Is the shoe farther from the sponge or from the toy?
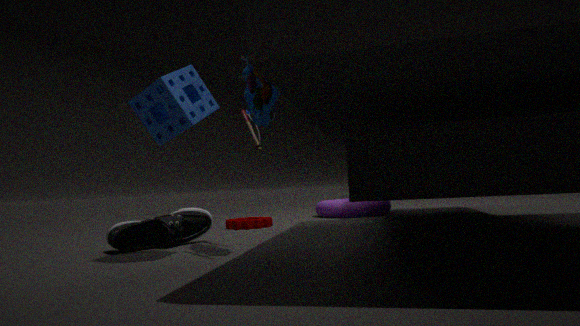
the toy
